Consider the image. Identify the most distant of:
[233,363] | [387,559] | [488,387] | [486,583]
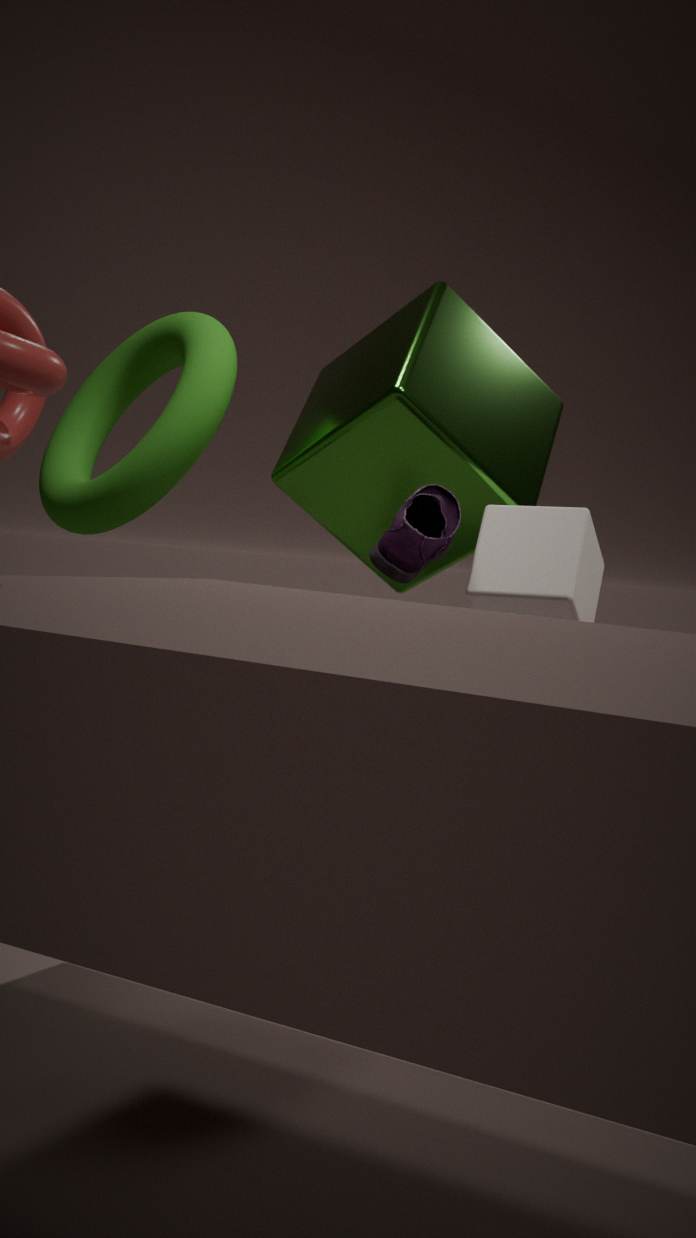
[233,363]
